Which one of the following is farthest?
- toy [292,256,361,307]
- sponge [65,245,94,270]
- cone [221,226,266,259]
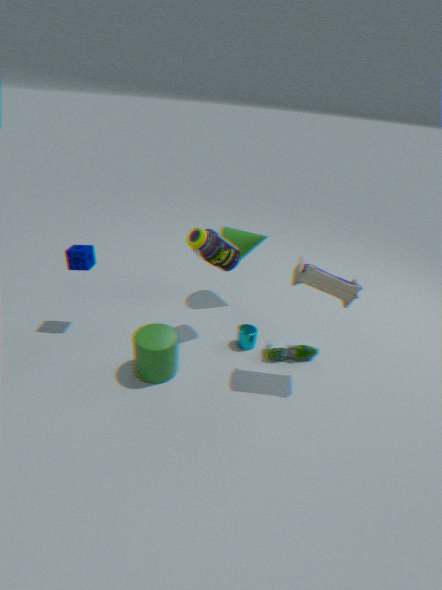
cone [221,226,266,259]
